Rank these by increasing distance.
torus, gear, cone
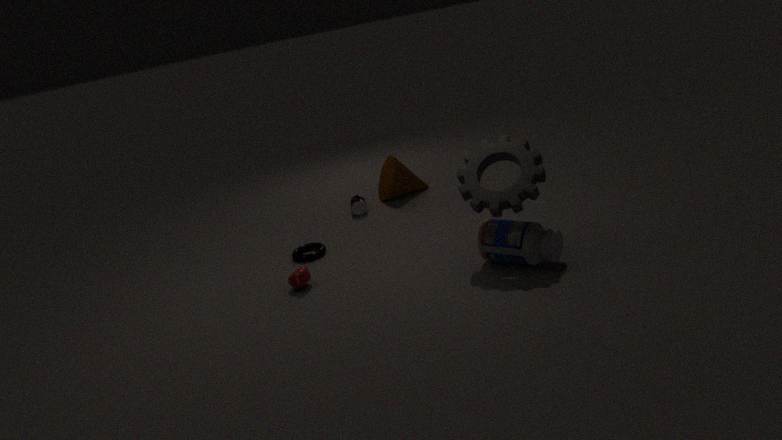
gear, torus, cone
